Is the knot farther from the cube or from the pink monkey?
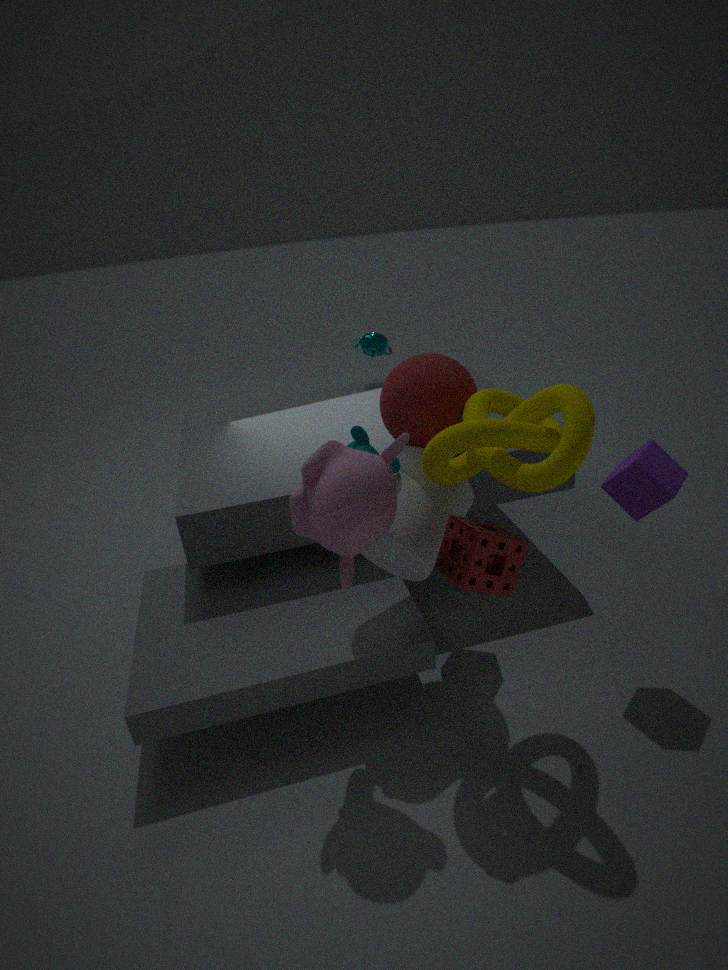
the cube
